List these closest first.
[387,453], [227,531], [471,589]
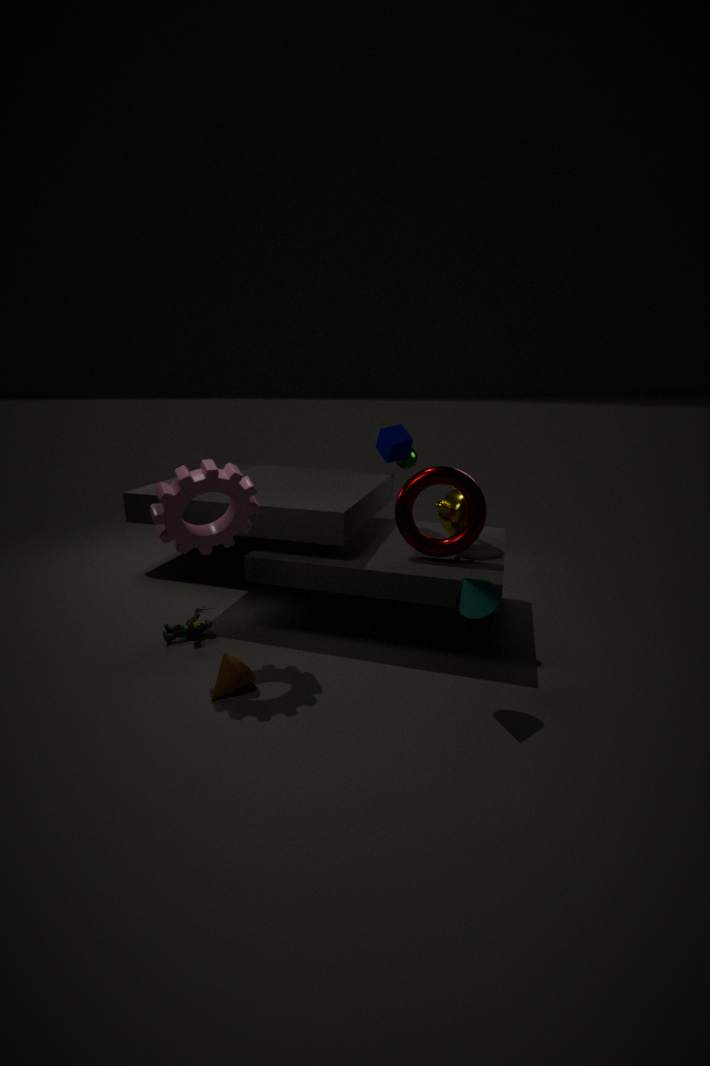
[471,589], [227,531], [387,453]
